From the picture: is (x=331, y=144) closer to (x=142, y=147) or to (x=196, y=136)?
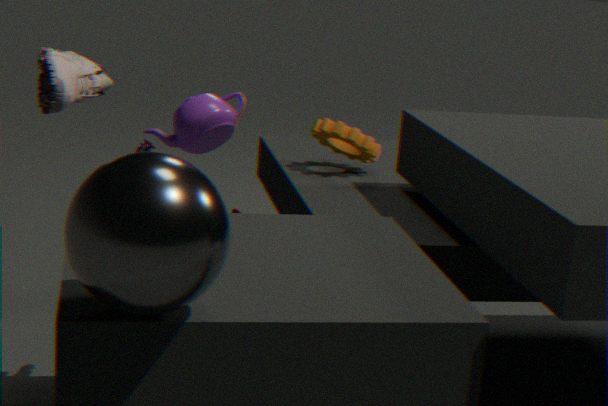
(x=142, y=147)
